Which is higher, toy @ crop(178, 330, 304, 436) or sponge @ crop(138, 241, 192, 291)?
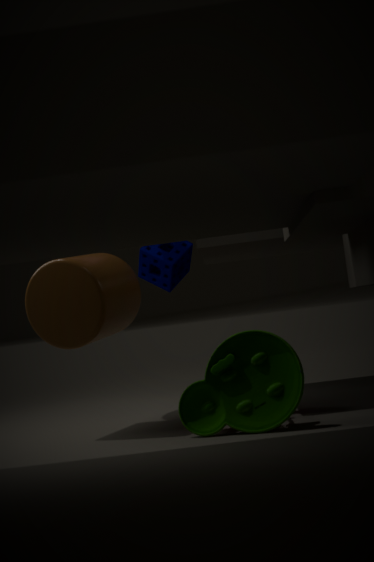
sponge @ crop(138, 241, 192, 291)
